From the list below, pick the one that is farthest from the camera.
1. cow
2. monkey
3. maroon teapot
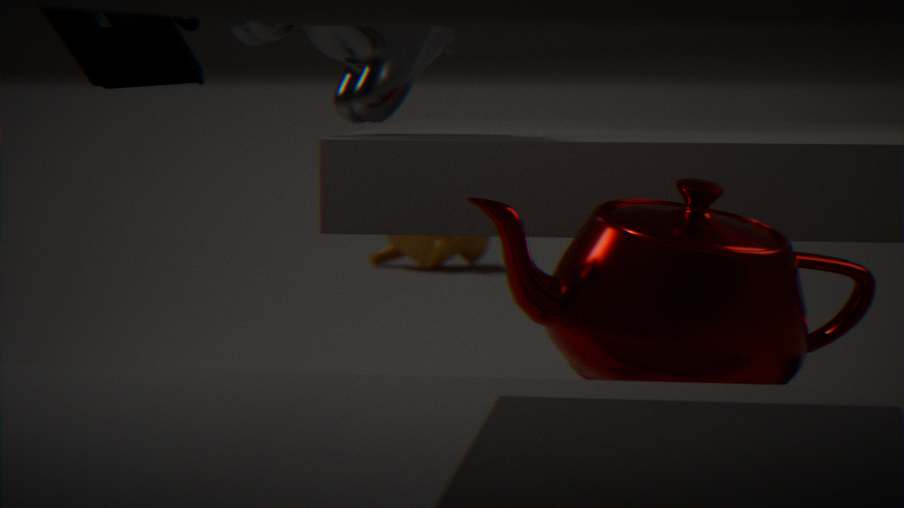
monkey
